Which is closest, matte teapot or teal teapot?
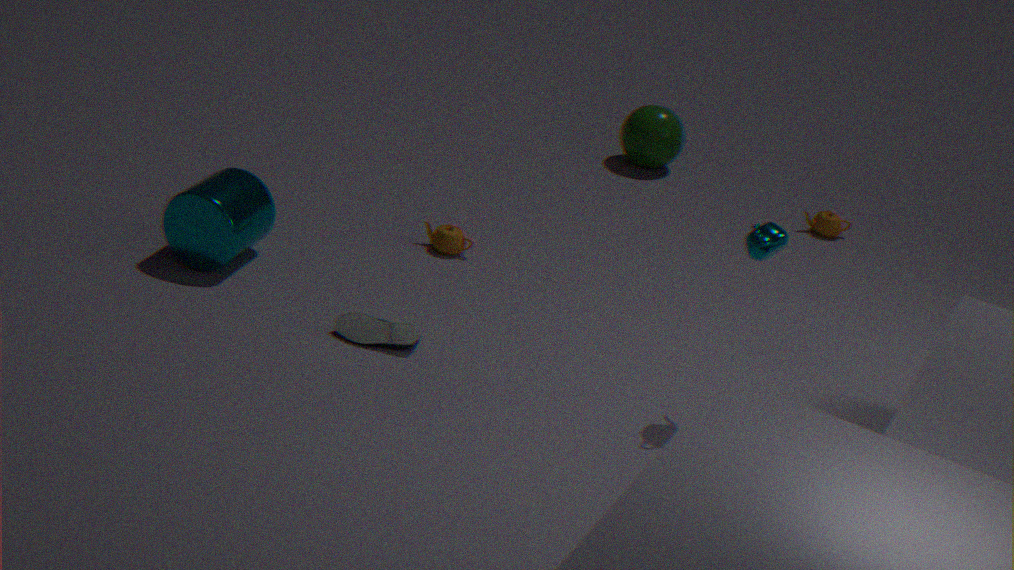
teal teapot
